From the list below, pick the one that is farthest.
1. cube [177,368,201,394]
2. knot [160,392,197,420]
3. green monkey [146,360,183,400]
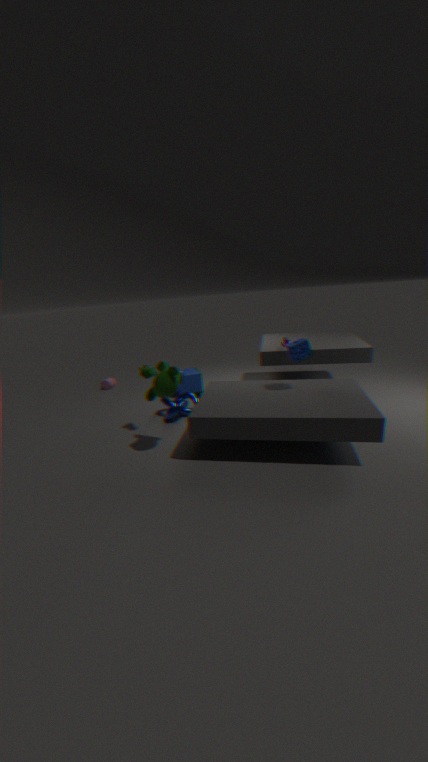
cube [177,368,201,394]
